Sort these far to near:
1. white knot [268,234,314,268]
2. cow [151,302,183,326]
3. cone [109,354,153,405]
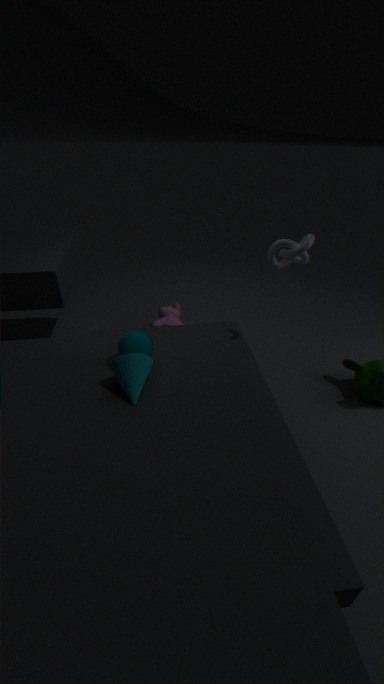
cow [151,302,183,326]
white knot [268,234,314,268]
cone [109,354,153,405]
